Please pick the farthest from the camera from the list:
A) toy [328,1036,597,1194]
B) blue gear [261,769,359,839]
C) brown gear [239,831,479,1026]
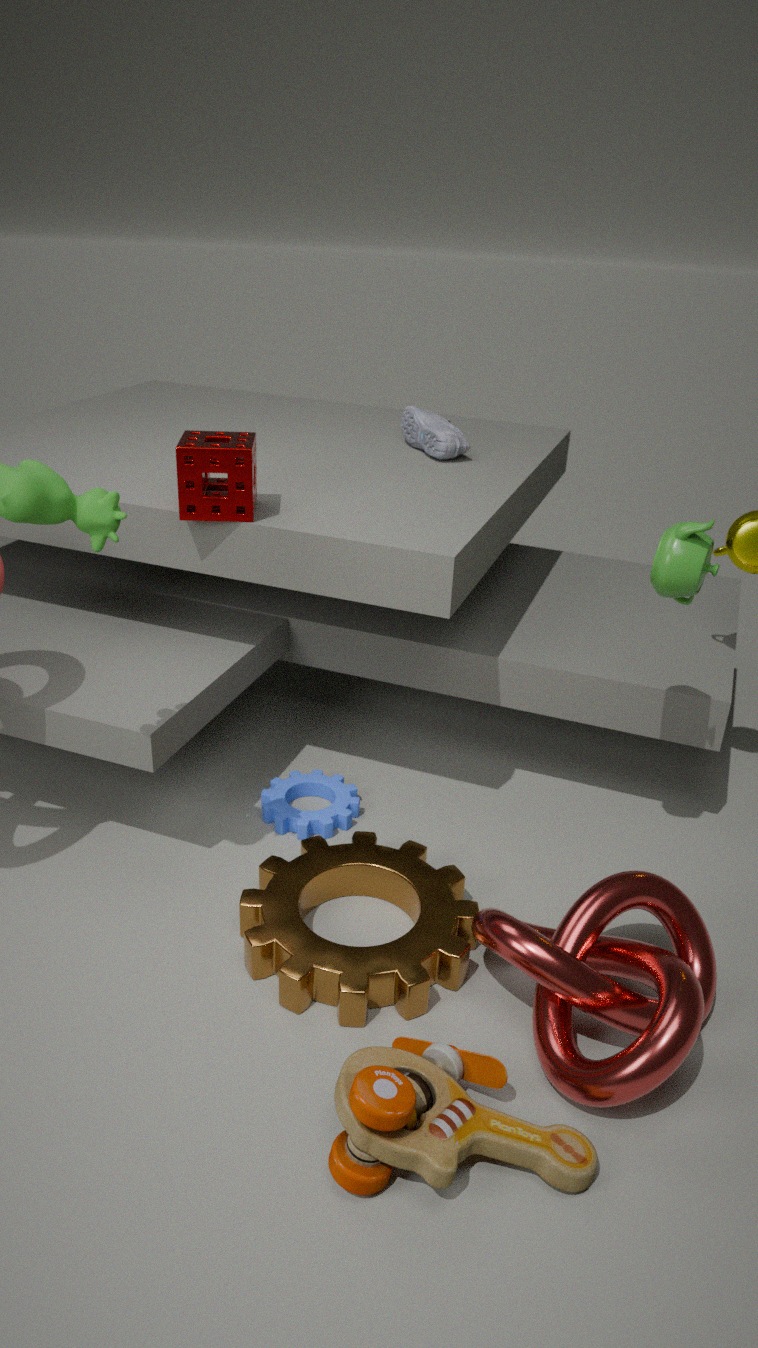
blue gear [261,769,359,839]
